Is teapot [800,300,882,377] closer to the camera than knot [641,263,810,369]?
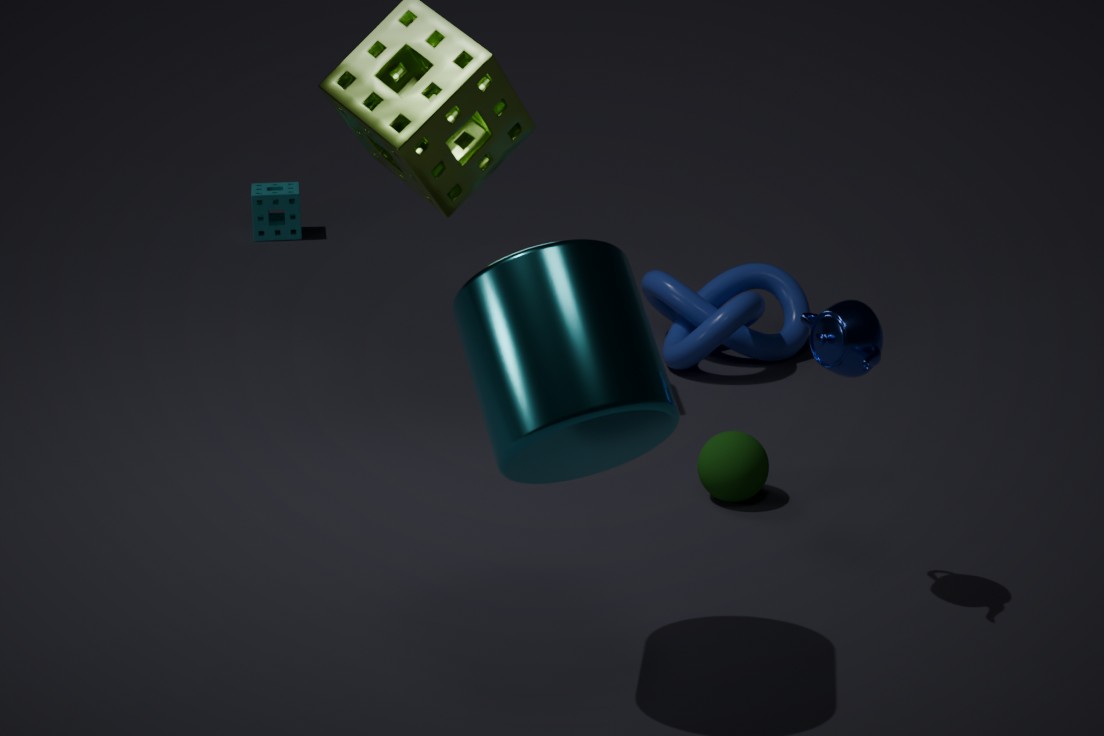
Yes
